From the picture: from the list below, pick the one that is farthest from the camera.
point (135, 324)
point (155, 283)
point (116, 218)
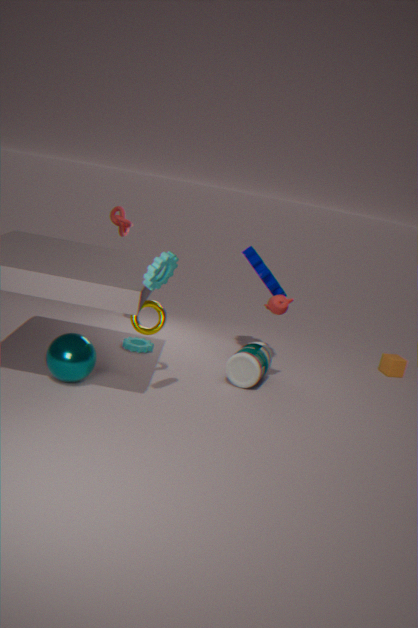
point (116, 218)
